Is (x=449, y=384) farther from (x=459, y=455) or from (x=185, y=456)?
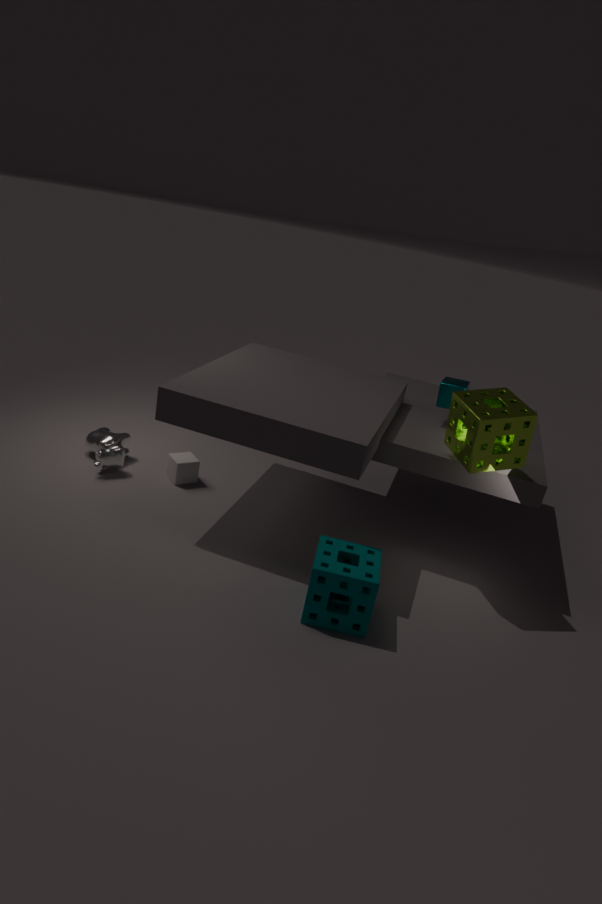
(x=185, y=456)
